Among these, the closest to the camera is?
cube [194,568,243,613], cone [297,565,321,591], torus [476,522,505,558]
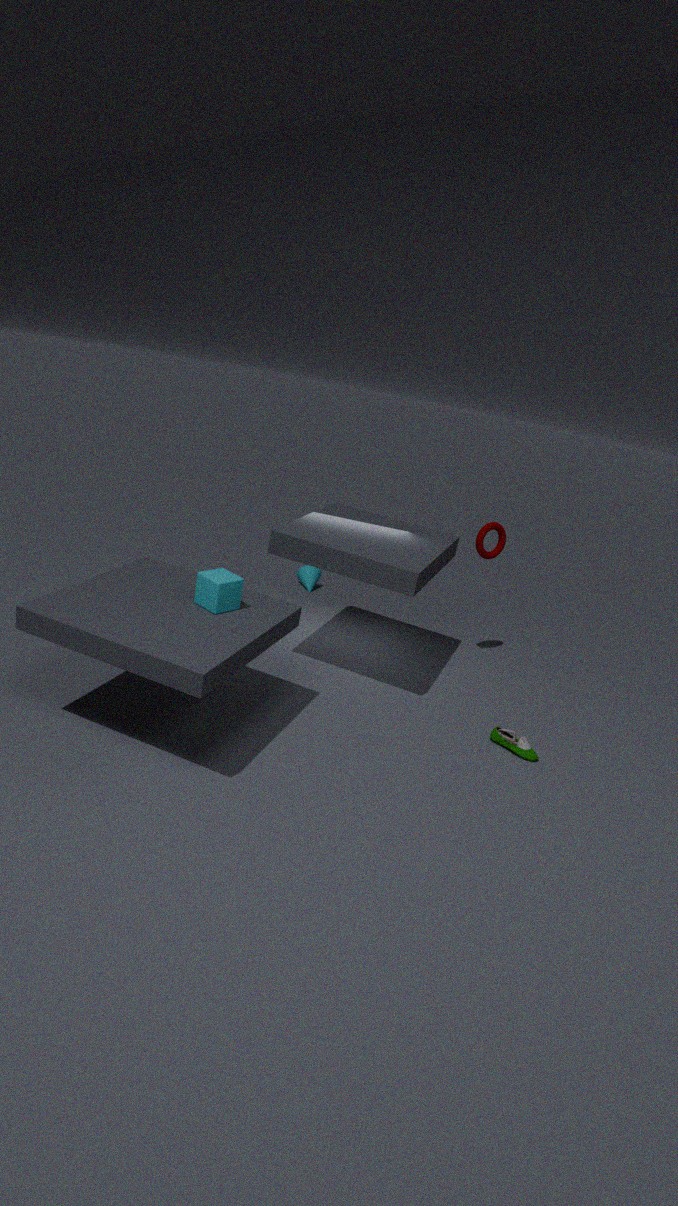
cube [194,568,243,613]
